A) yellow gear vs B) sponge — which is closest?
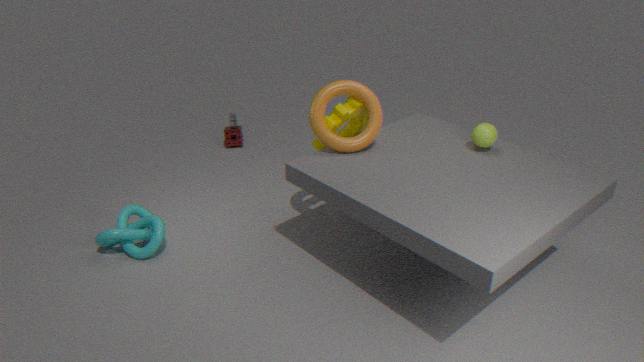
A. yellow gear
